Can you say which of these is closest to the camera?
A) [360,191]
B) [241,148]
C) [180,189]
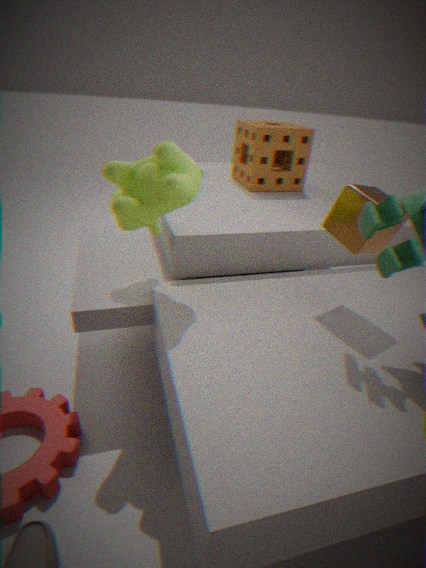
[180,189]
